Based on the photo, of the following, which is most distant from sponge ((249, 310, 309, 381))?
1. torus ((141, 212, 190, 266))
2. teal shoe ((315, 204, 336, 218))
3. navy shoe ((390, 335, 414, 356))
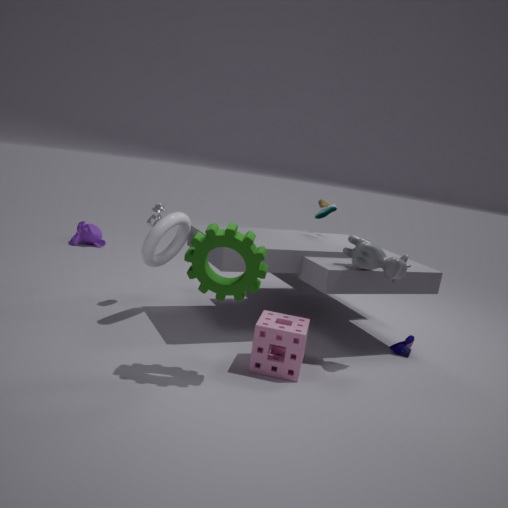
teal shoe ((315, 204, 336, 218))
